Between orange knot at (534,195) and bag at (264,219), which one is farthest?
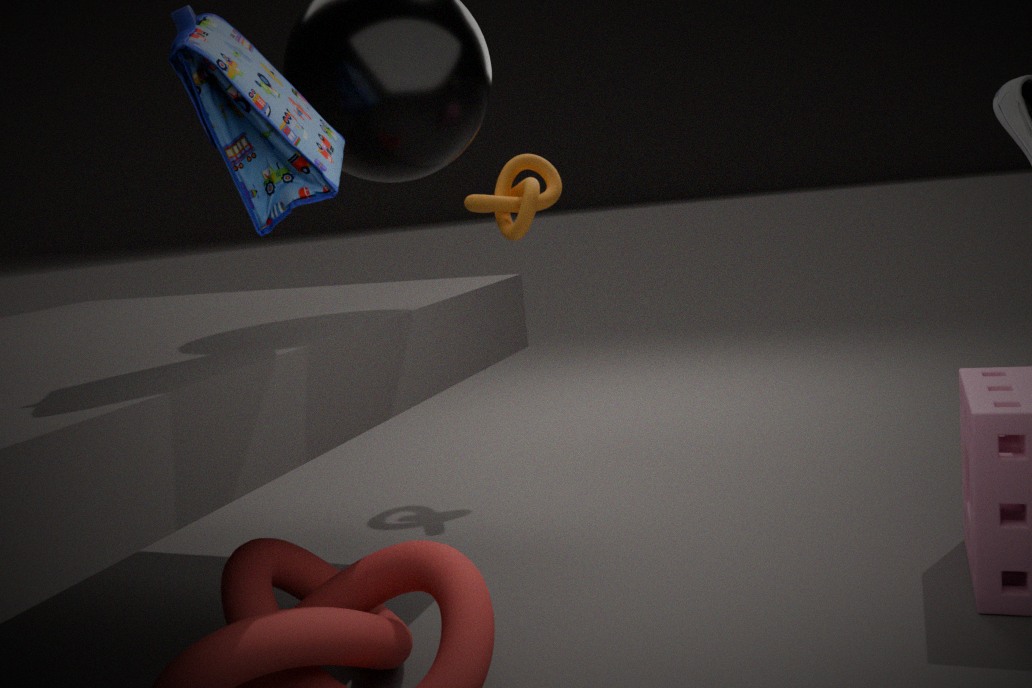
→ orange knot at (534,195)
